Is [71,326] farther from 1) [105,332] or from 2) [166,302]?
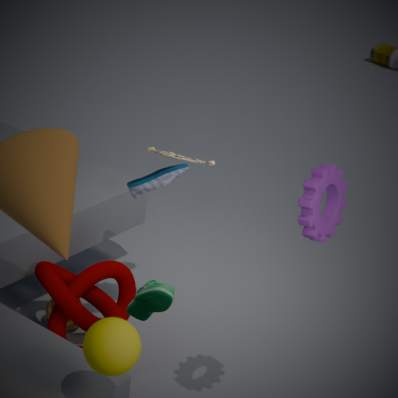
1) [105,332]
